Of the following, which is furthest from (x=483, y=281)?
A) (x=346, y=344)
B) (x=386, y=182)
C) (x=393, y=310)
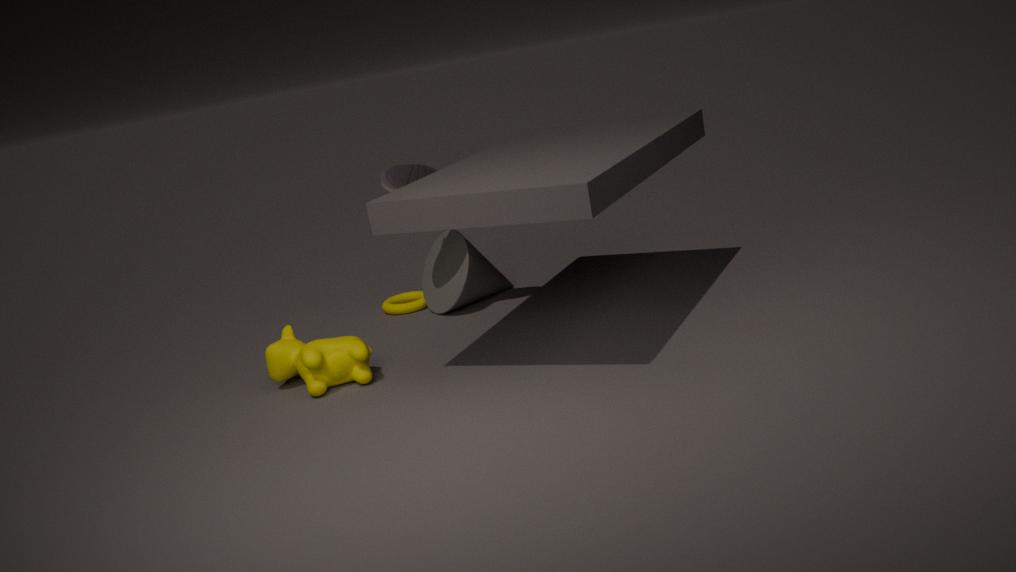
(x=346, y=344)
